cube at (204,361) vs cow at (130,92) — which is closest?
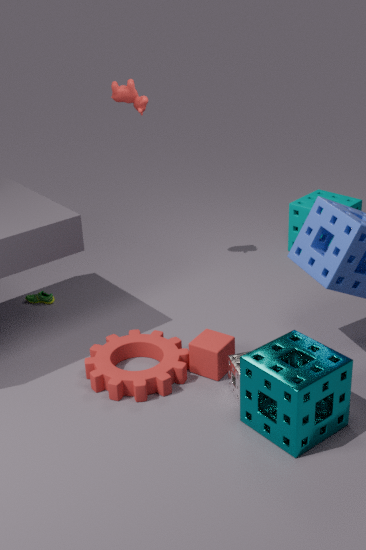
cube at (204,361)
